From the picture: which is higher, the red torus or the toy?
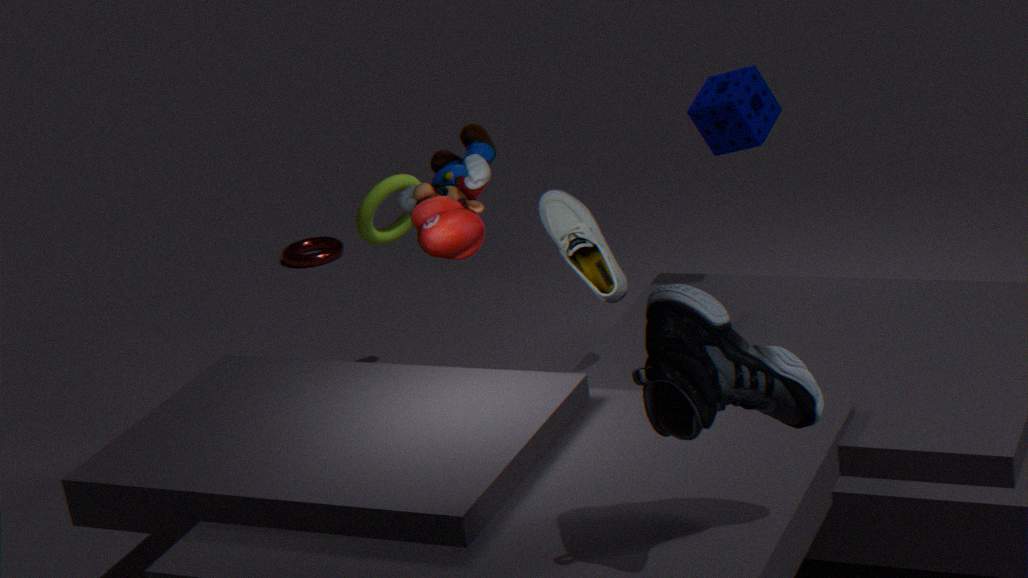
the toy
